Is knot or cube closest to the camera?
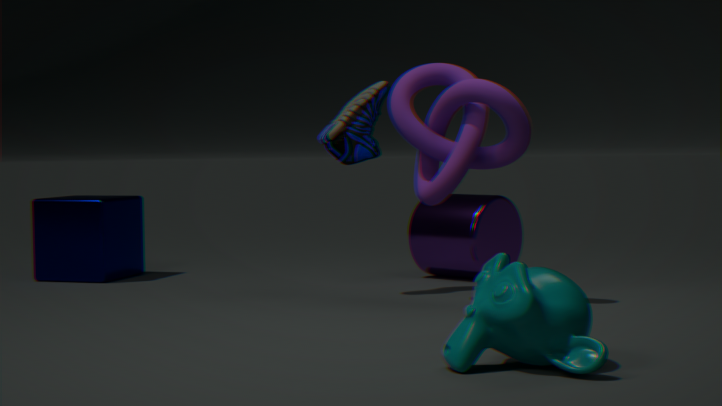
knot
